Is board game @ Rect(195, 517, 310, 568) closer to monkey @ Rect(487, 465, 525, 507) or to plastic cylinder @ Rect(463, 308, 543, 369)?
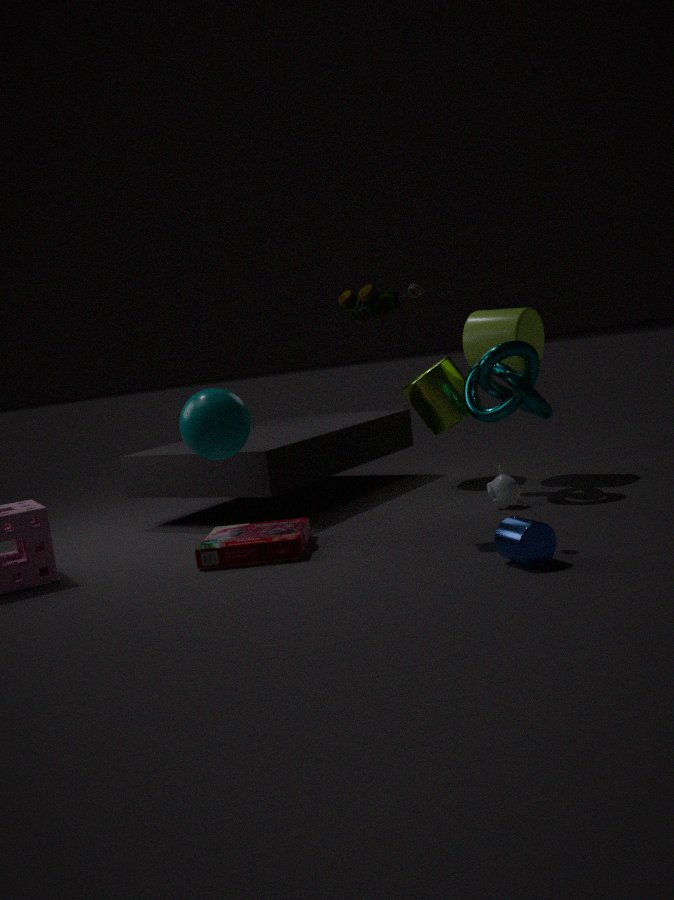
monkey @ Rect(487, 465, 525, 507)
